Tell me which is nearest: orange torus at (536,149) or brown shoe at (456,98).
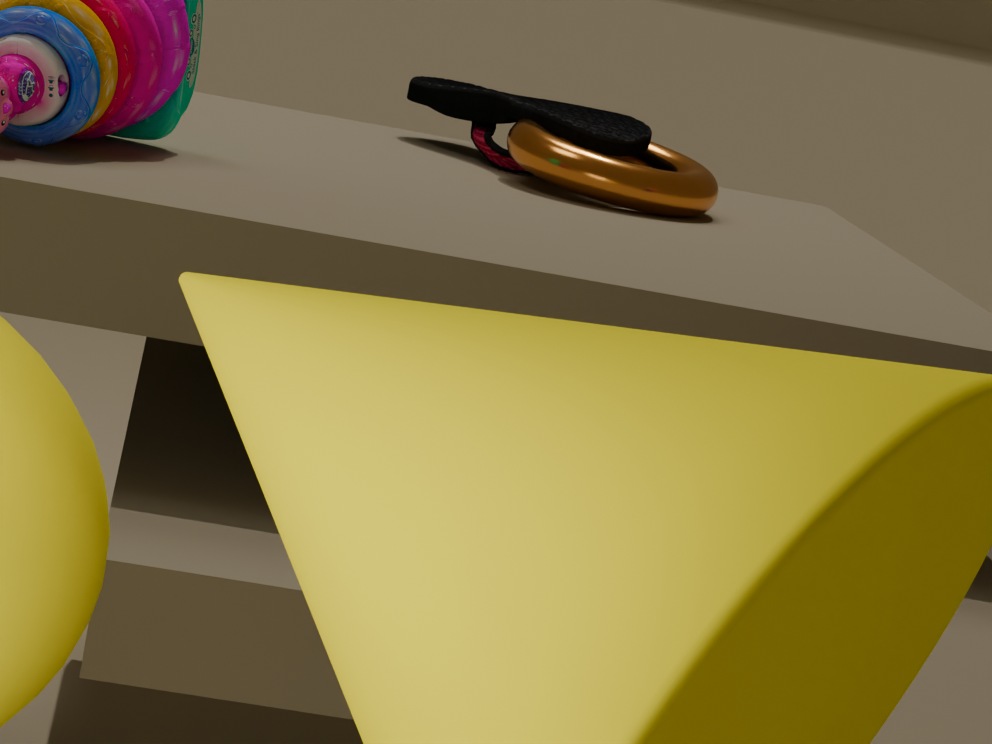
orange torus at (536,149)
